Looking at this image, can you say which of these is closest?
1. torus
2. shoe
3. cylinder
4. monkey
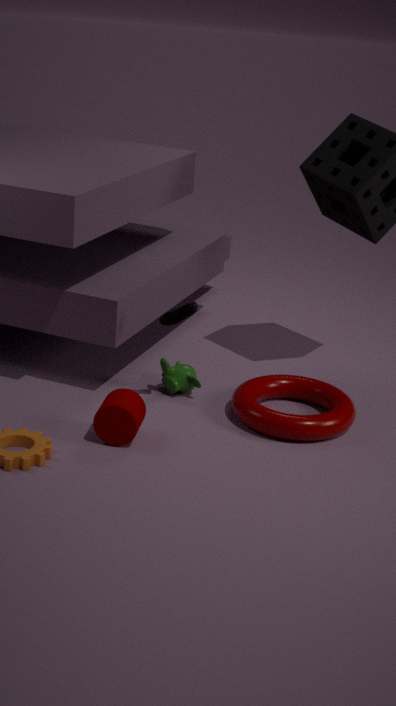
cylinder
